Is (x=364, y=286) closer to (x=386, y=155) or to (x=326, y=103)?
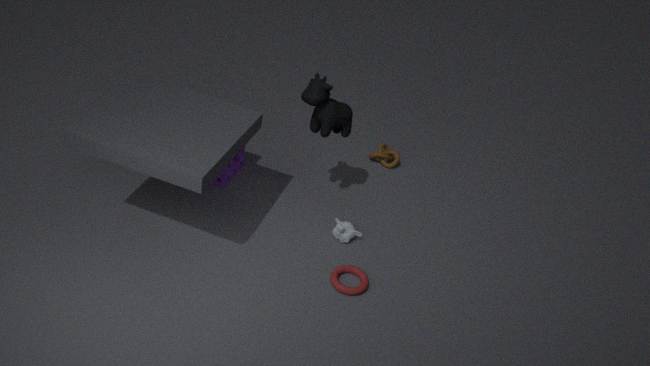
(x=326, y=103)
